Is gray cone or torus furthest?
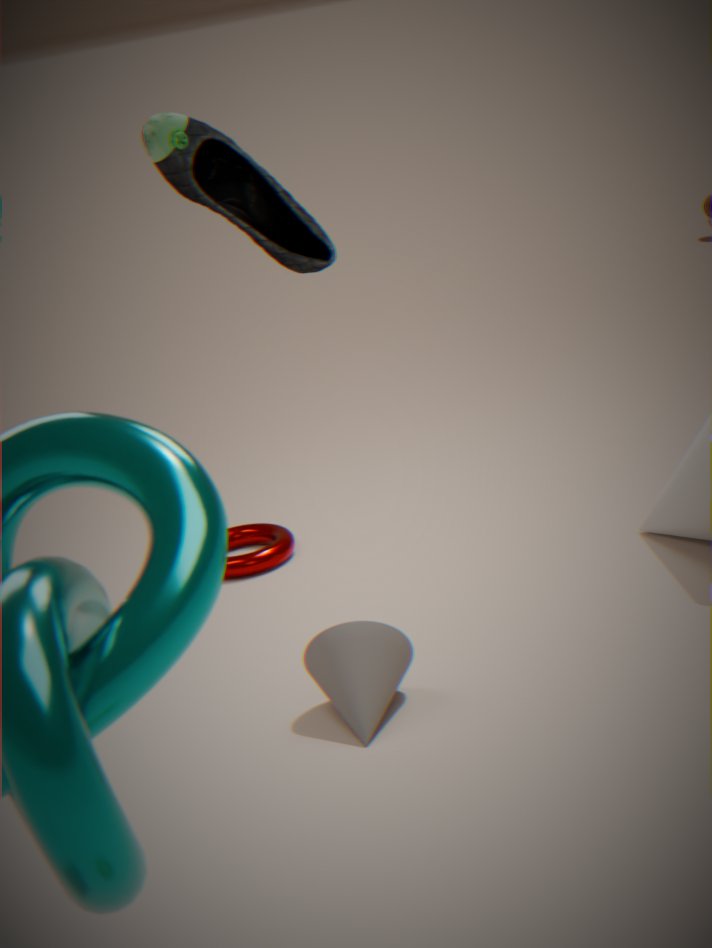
torus
